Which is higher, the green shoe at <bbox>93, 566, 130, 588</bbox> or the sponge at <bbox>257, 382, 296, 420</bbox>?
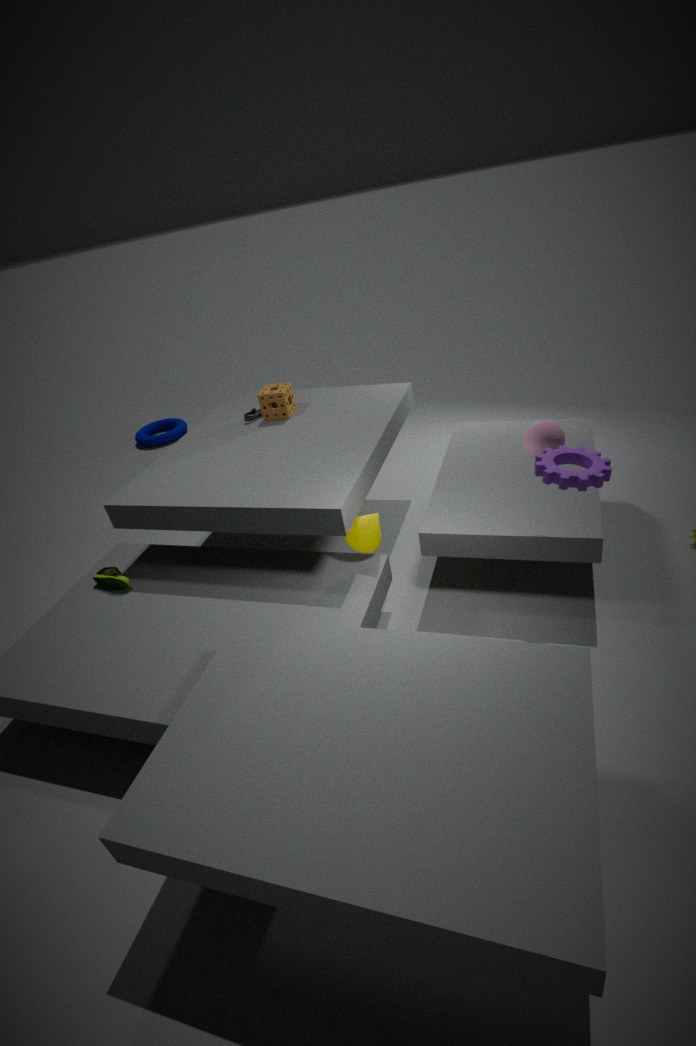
the sponge at <bbox>257, 382, 296, 420</bbox>
